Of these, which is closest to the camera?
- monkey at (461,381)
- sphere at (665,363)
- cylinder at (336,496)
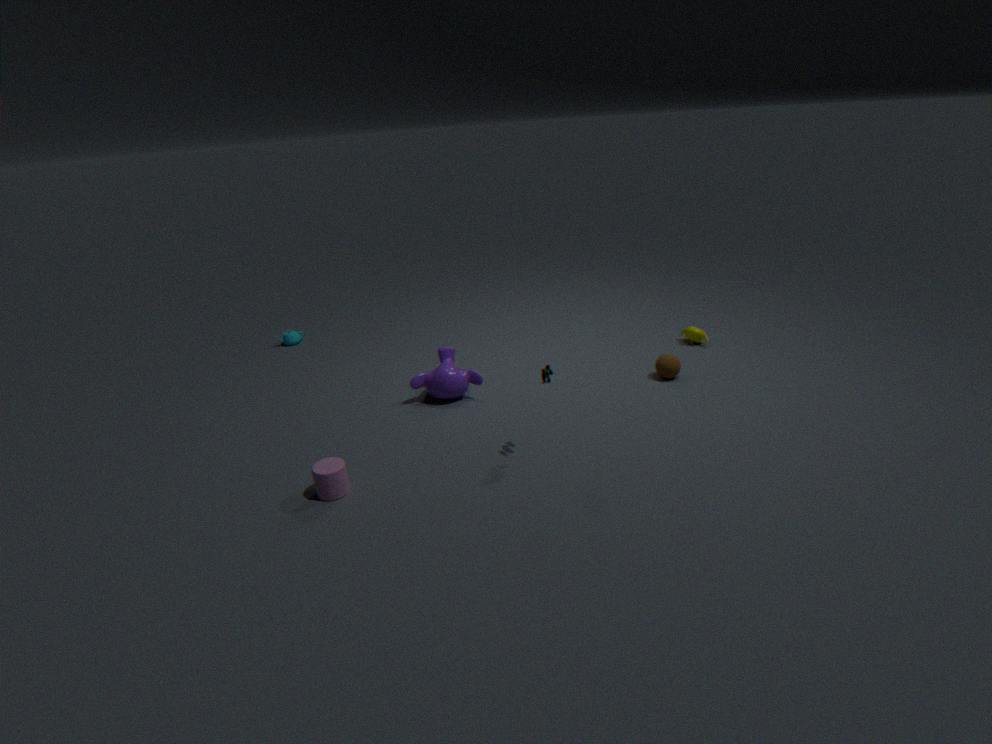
cylinder at (336,496)
